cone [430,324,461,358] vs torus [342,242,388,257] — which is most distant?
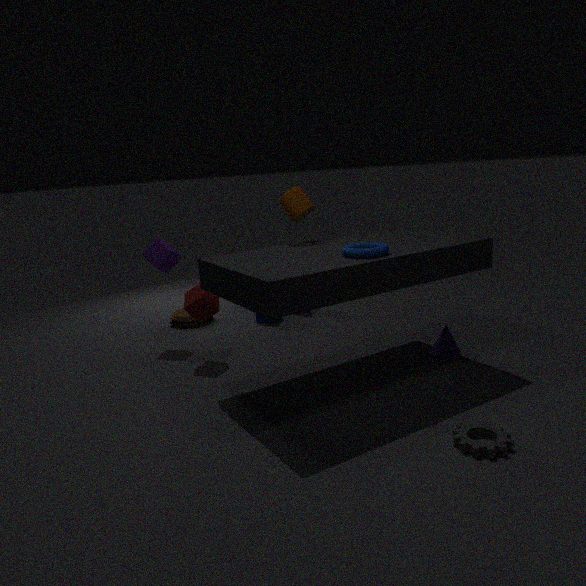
cone [430,324,461,358]
